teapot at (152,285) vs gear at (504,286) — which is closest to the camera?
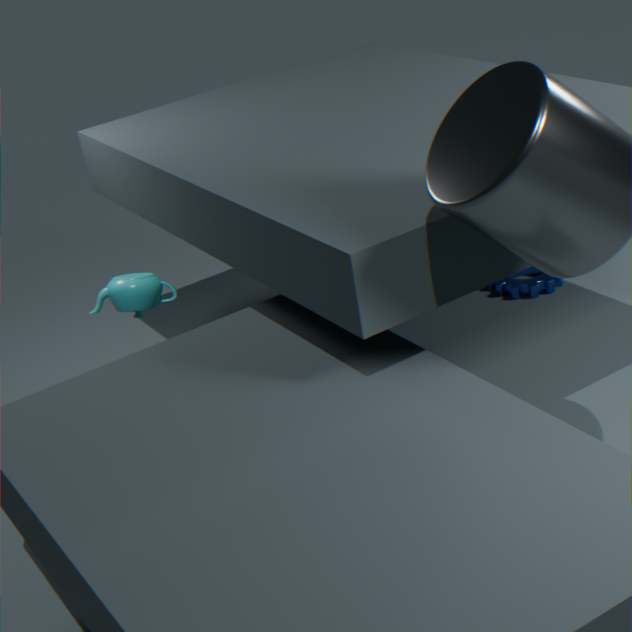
teapot at (152,285)
